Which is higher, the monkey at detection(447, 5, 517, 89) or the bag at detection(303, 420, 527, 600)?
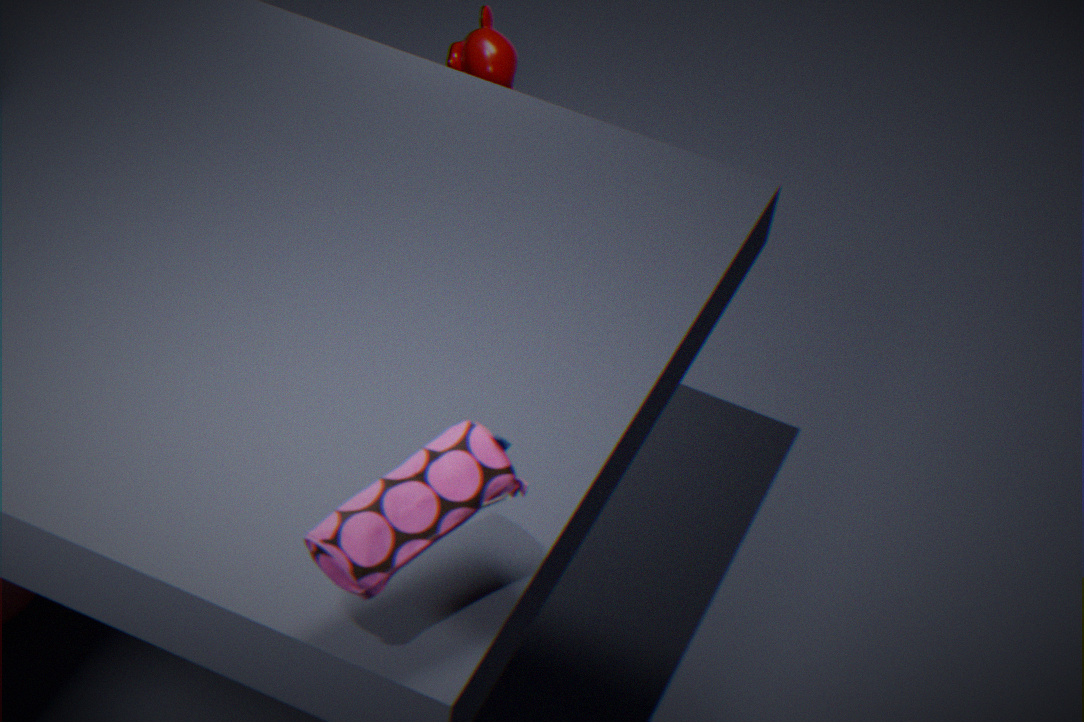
the bag at detection(303, 420, 527, 600)
